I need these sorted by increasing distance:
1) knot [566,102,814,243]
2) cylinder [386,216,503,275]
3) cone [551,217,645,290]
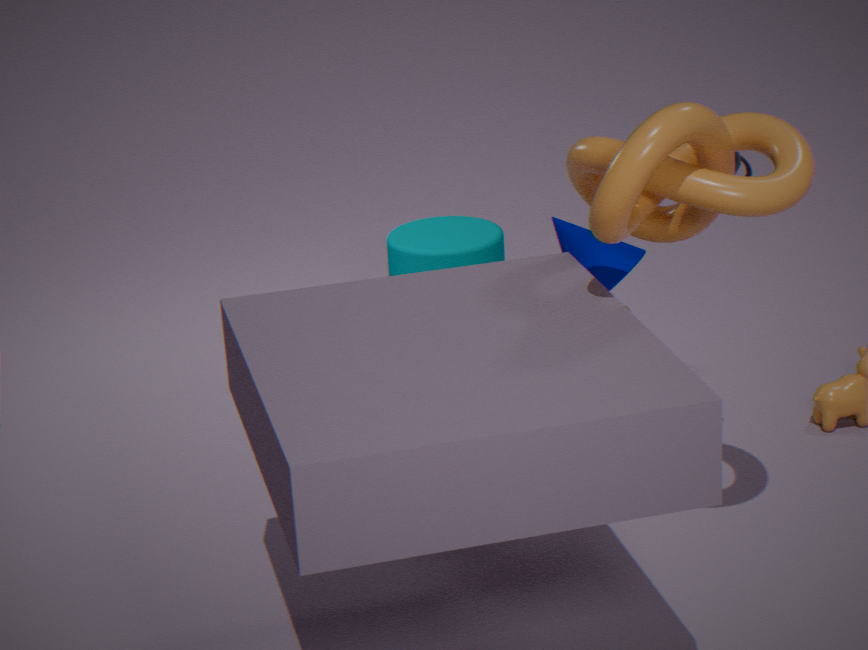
1. 1. knot [566,102,814,243]
2. 3. cone [551,217,645,290]
3. 2. cylinder [386,216,503,275]
